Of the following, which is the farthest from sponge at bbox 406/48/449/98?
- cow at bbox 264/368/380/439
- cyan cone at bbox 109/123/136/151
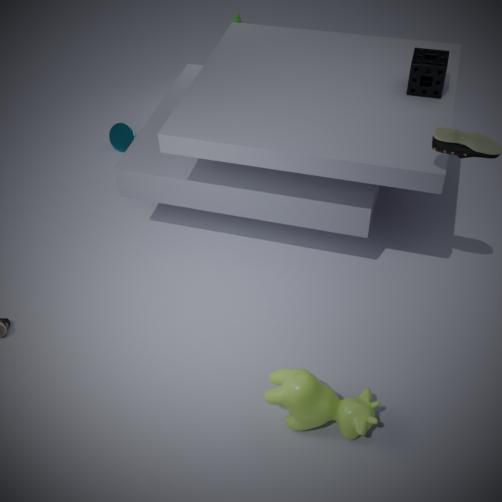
cyan cone at bbox 109/123/136/151
